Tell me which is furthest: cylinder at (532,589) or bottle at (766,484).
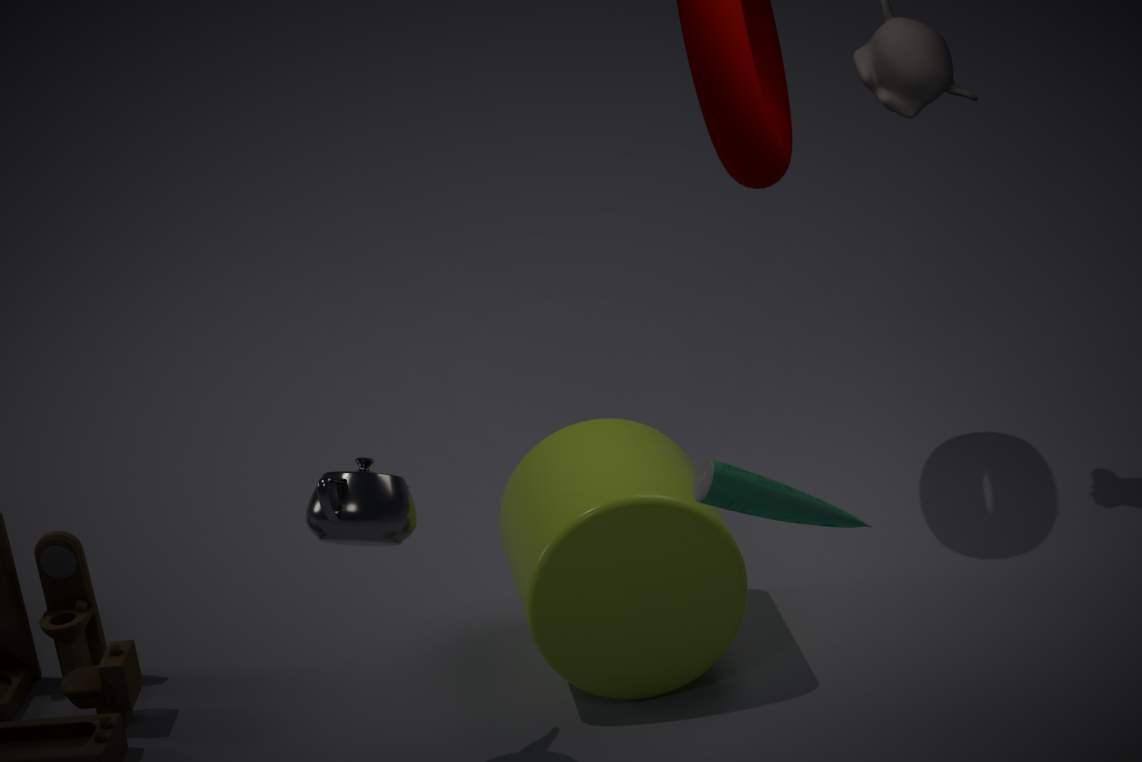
cylinder at (532,589)
